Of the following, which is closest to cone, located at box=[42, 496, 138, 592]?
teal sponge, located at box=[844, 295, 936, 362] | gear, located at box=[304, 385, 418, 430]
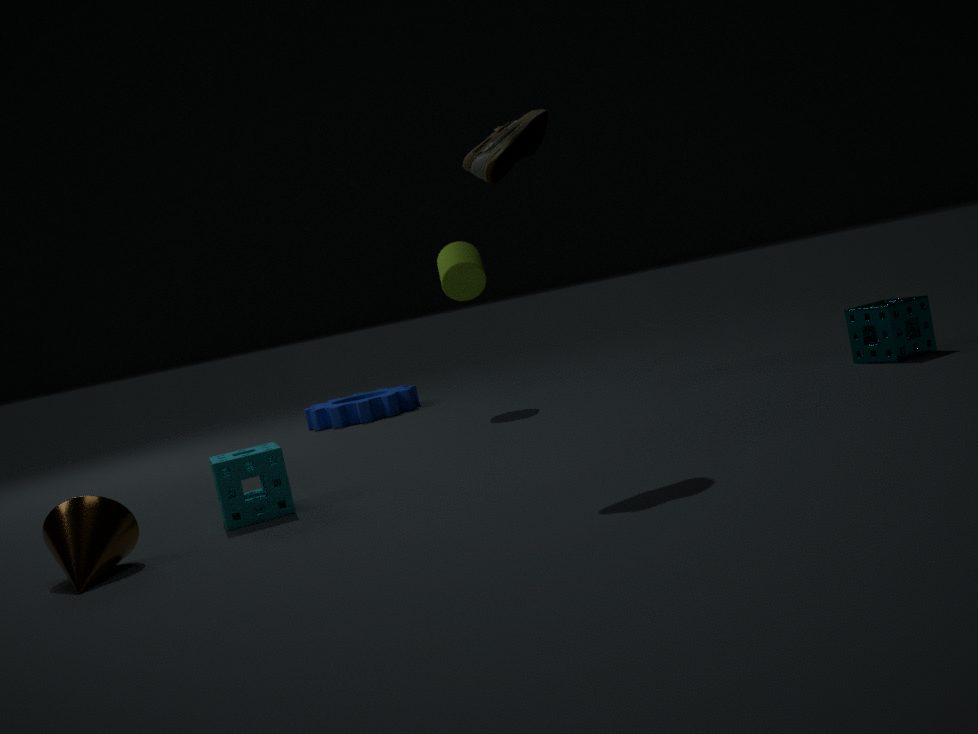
gear, located at box=[304, 385, 418, 430]
